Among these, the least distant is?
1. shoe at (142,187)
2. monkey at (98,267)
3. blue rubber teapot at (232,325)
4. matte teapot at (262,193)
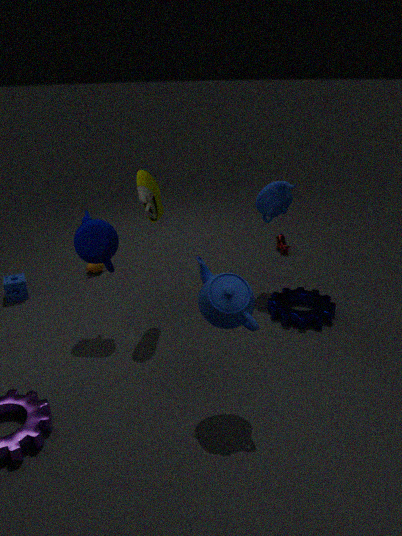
blue rubber teapot at (232,325)
